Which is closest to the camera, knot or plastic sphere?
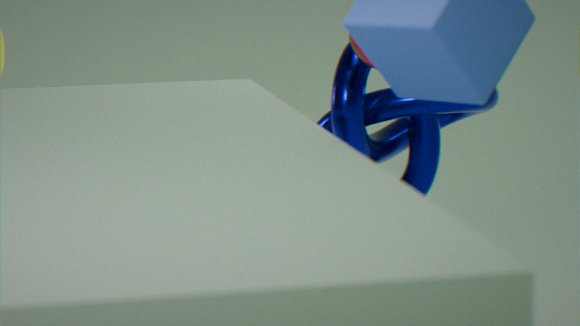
plastic sphere
